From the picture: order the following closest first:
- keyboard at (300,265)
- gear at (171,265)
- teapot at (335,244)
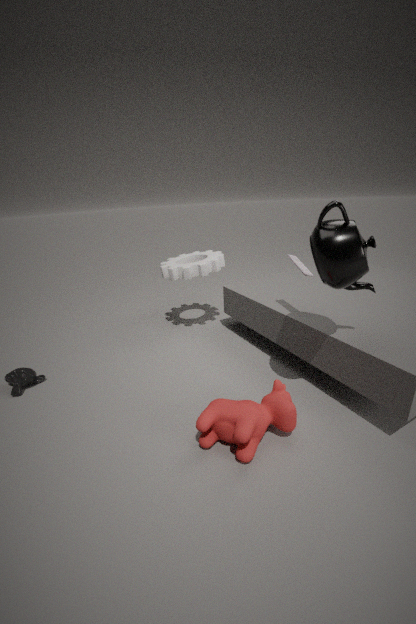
teapot at (335,244), keyboard at (300,265), gear at (171,265)
